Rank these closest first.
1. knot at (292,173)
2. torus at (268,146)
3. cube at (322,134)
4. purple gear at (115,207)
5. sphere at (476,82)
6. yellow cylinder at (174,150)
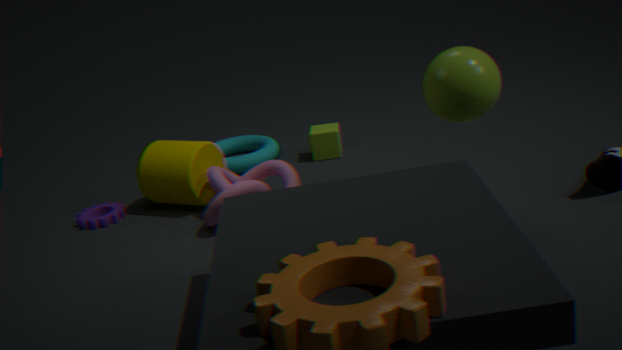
sphere at (476,82), knot at (292,173), yellow cylinder at (174,150), purple gear at (115,207), torus at (268,146), cube at (322,134)
